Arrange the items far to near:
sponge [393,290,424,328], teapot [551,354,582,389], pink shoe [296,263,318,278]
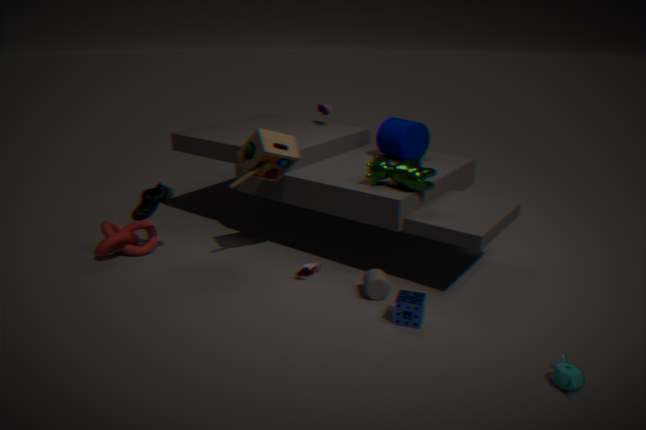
pink shoe [296,263,318,278] < sponge [393,290,424,328] < teapot [551,354,582,389]
